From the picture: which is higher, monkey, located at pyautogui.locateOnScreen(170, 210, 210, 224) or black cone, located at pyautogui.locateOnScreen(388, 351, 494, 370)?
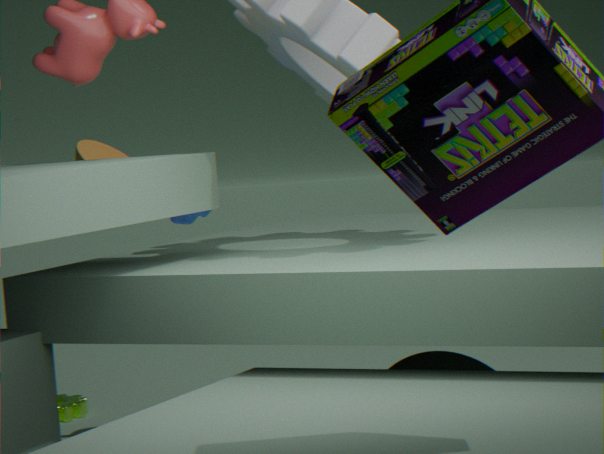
monkey, located at pyautogui.locateOnScreen(170, 210, 210, 224)
